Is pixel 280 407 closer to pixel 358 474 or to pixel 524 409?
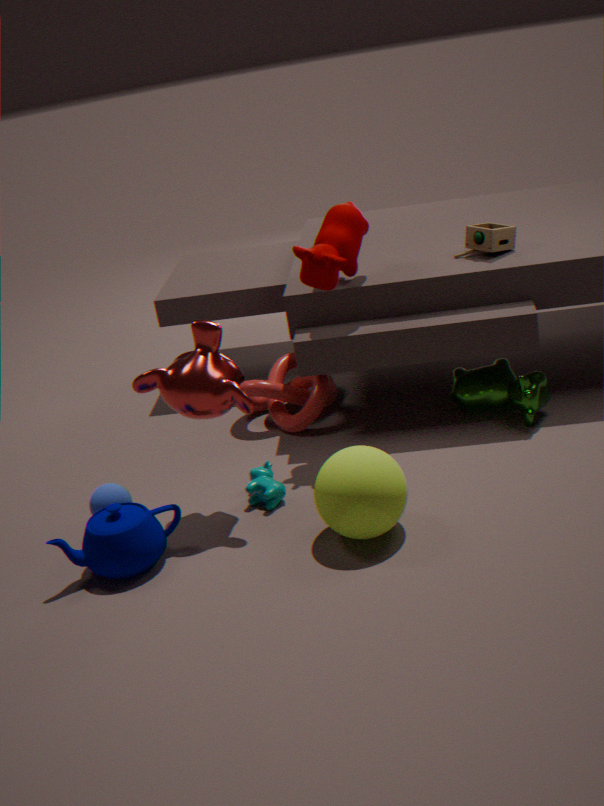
pixel 524 409
